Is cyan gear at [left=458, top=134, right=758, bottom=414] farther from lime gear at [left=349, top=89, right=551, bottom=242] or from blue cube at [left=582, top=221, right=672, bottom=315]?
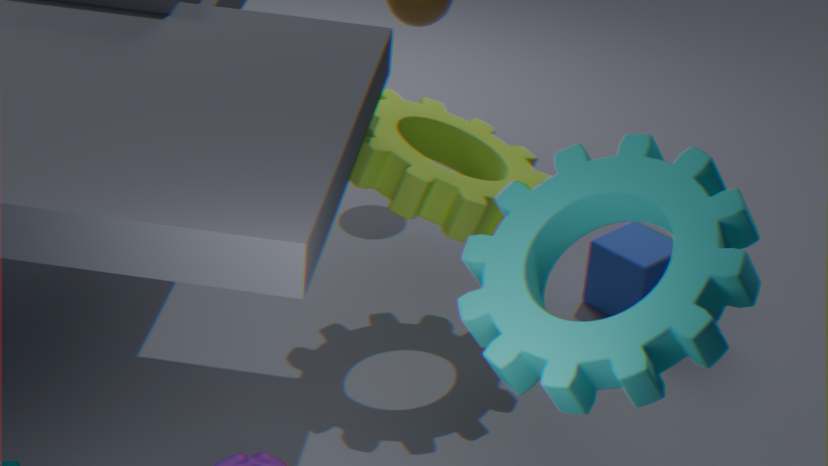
blue cube at [left=582, top=221, right=672, bottom=315]
